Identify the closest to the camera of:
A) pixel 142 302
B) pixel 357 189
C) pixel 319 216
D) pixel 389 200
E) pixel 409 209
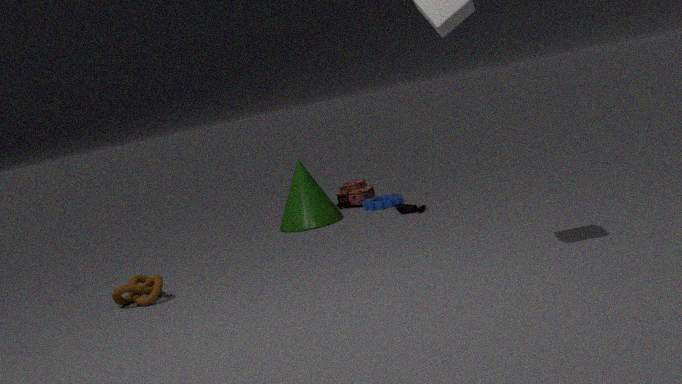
pixel 142 302
